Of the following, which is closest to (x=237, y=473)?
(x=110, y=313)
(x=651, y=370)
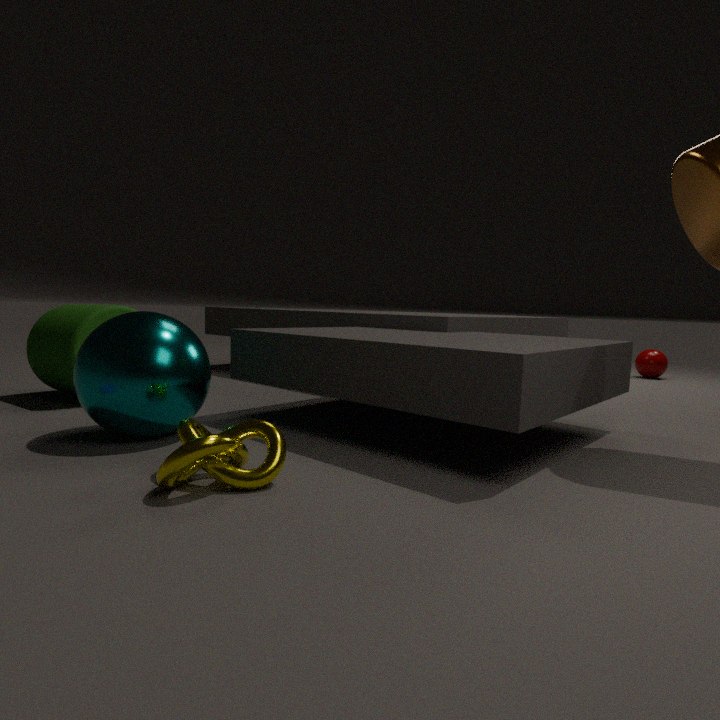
(x=110, y=313)
